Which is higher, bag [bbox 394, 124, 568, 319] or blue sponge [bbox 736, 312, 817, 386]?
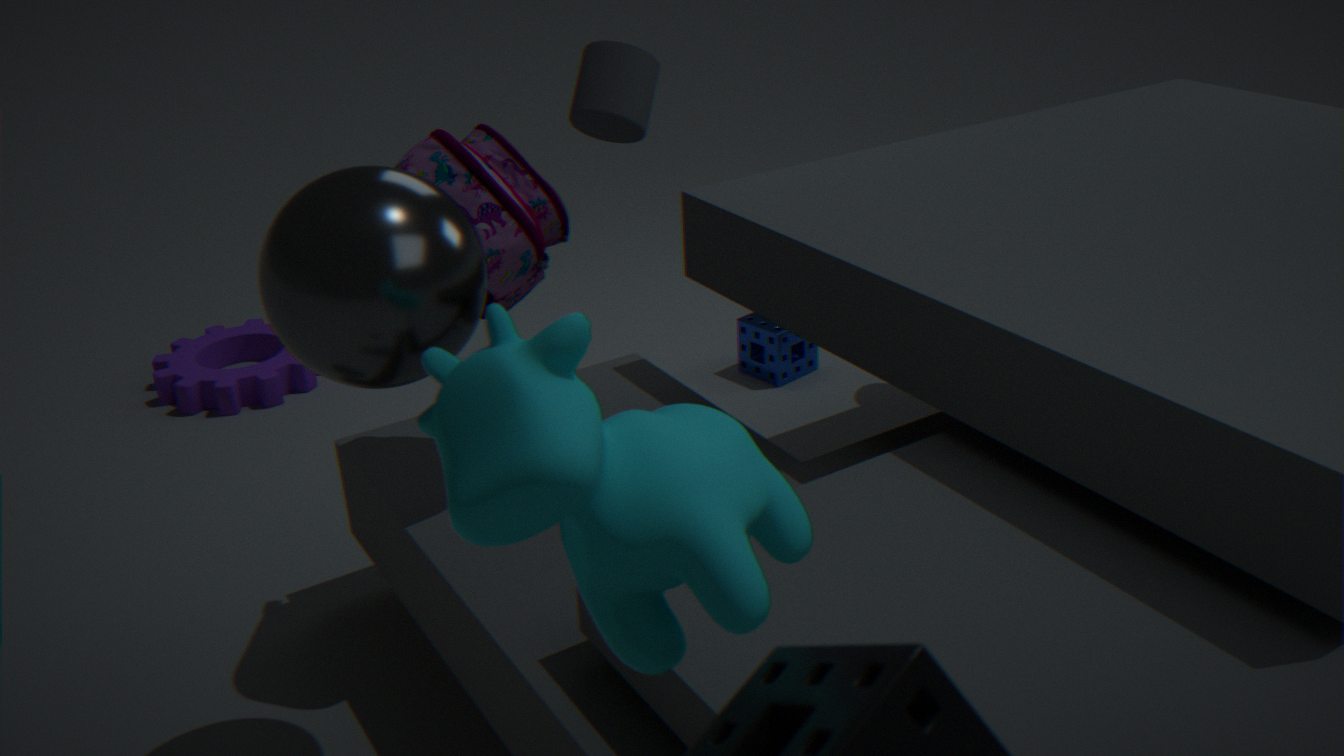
bag [bbox 394, 124, 568, 319]
